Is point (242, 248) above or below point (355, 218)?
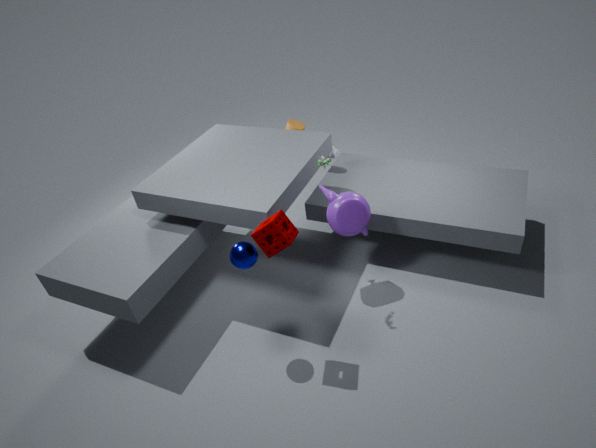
above
